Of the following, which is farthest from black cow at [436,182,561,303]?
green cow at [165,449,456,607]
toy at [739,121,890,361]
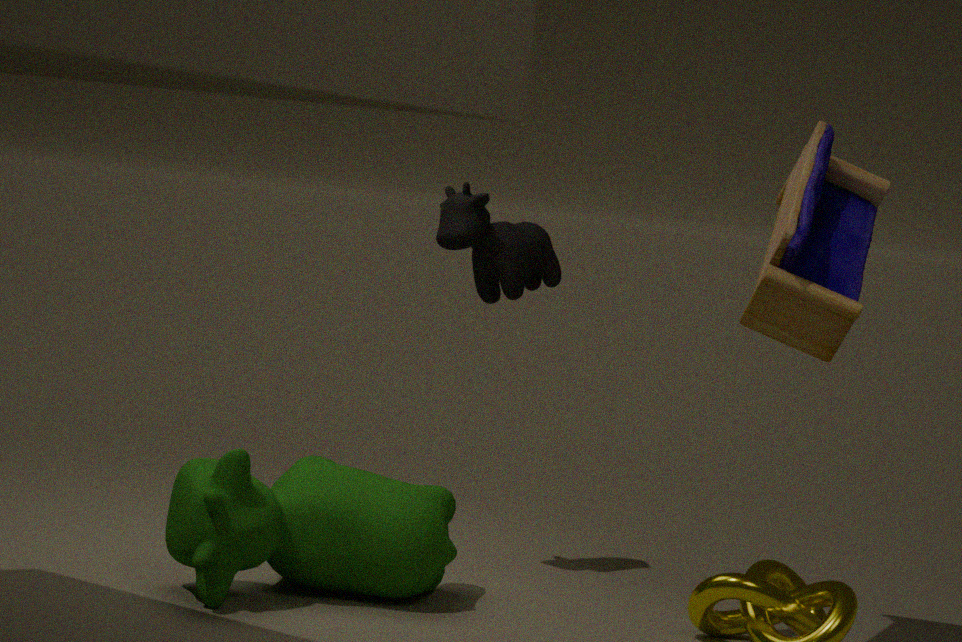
toy at [739,121,890,361]
